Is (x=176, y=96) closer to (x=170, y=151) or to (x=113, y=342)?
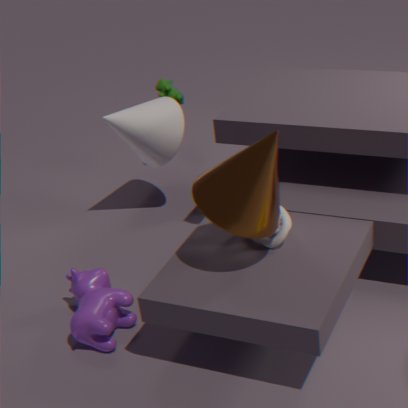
(x=170, y=151)
